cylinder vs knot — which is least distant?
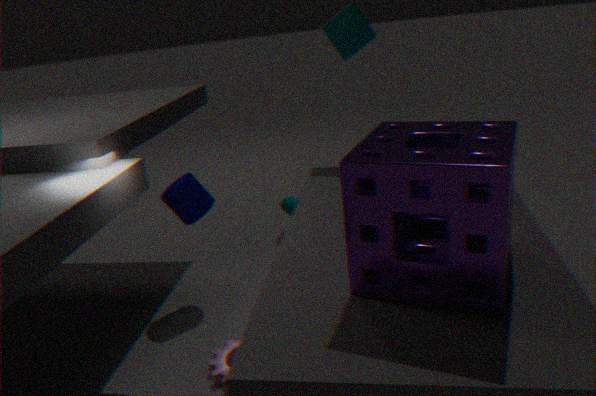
cylinder
